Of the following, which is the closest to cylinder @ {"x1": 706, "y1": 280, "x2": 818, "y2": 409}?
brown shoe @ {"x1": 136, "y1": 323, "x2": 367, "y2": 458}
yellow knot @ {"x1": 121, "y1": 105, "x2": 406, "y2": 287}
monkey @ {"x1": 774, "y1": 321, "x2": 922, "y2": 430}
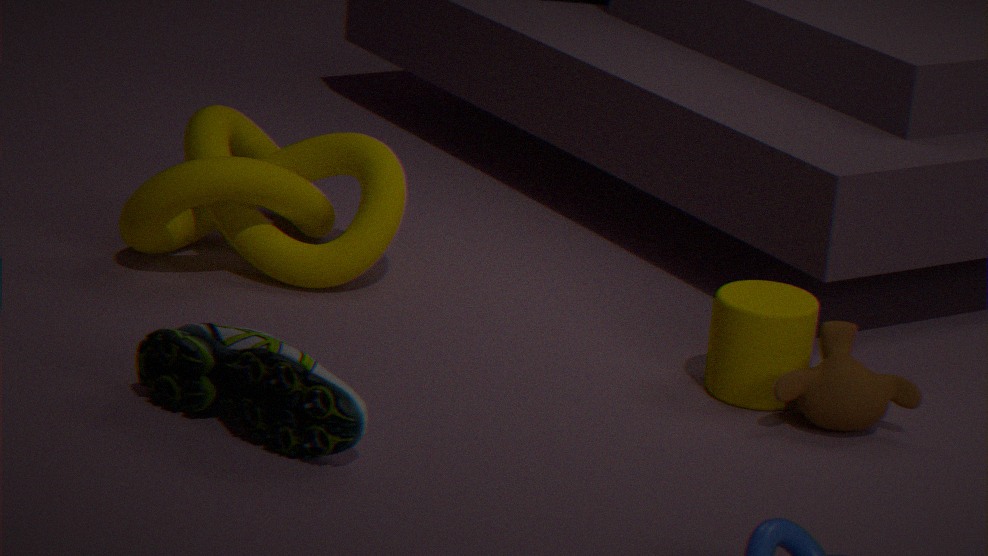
monkey @ {"x1": 774, "y1": 321, "x2": 922, "y2": 430}
